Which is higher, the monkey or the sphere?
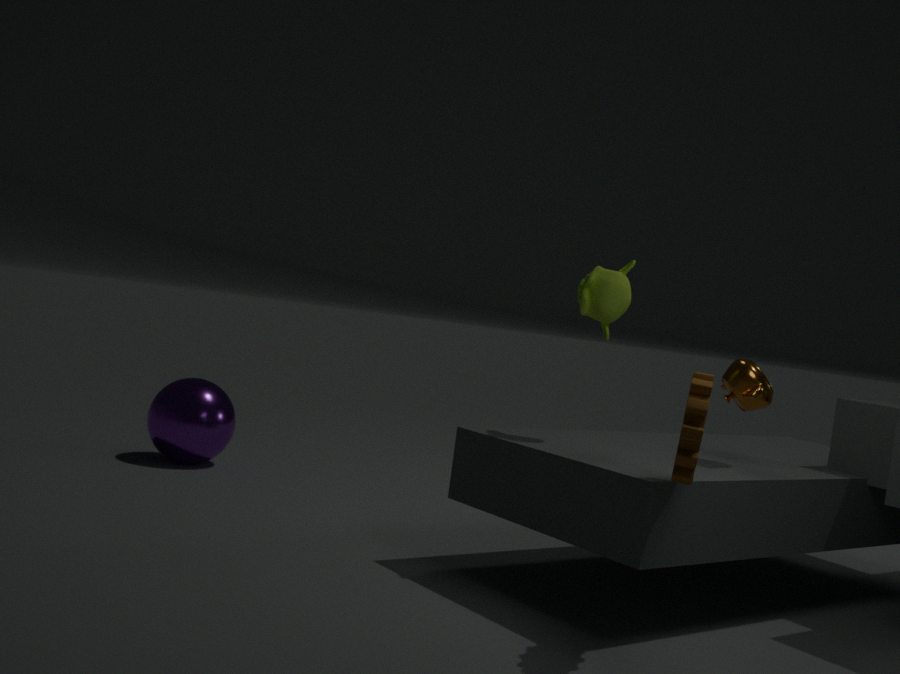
the monkey
